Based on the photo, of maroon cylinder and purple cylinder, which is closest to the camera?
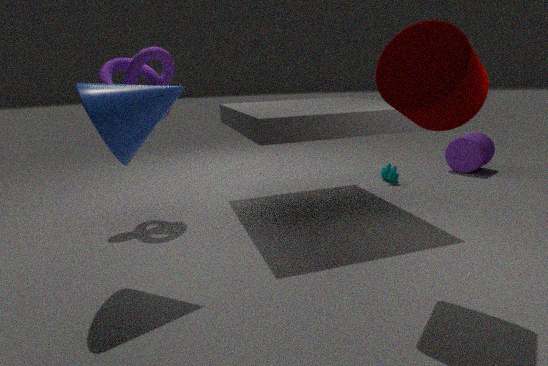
maroon cylinder
